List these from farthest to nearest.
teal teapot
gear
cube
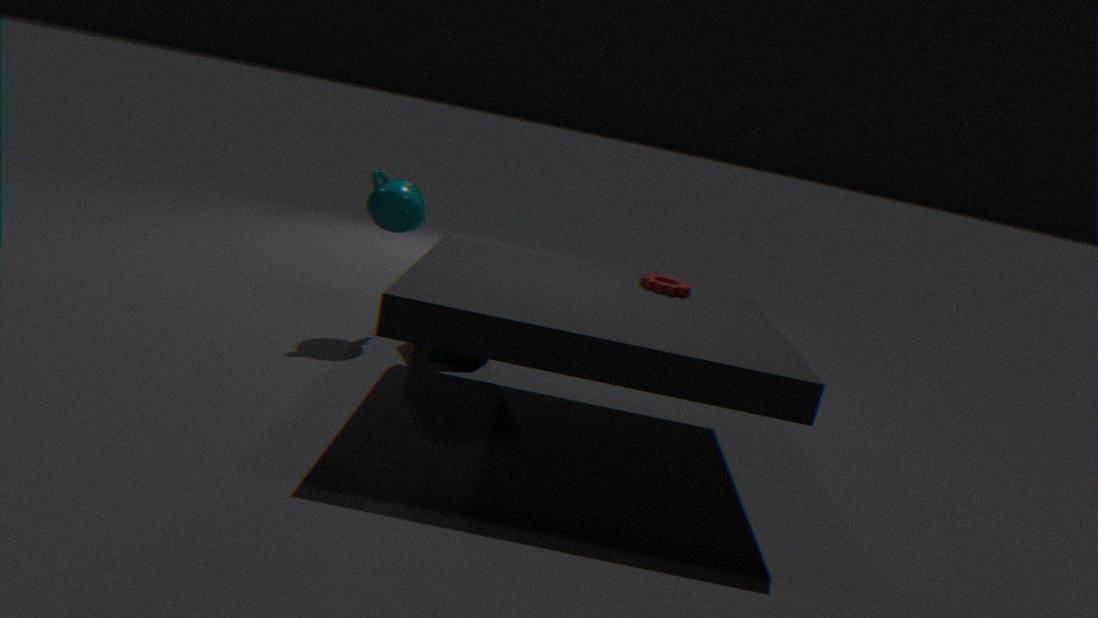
cube → teal teapot → gear
